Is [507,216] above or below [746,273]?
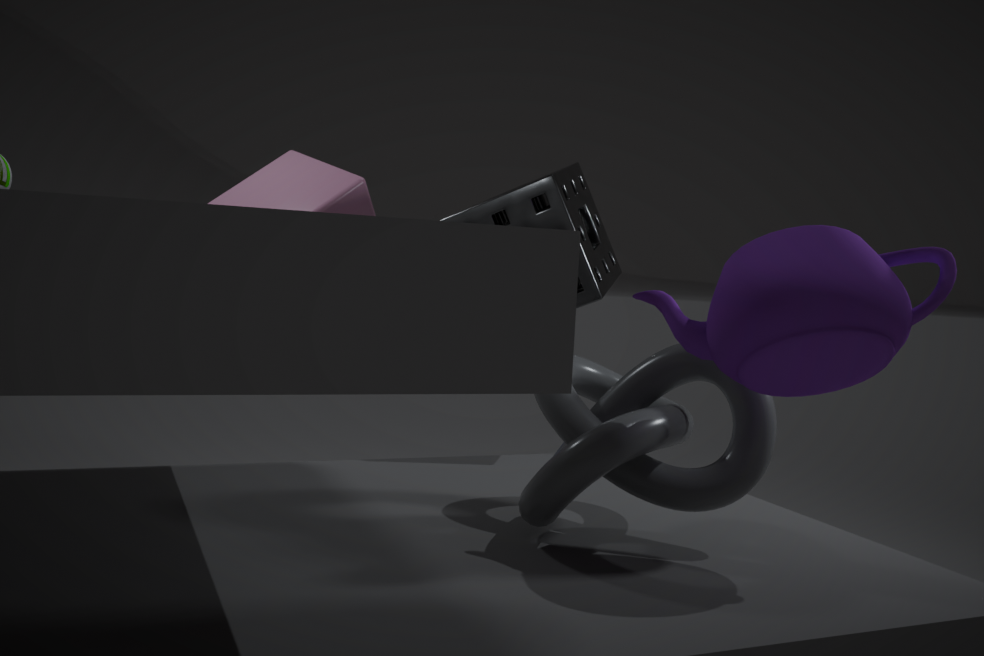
above
